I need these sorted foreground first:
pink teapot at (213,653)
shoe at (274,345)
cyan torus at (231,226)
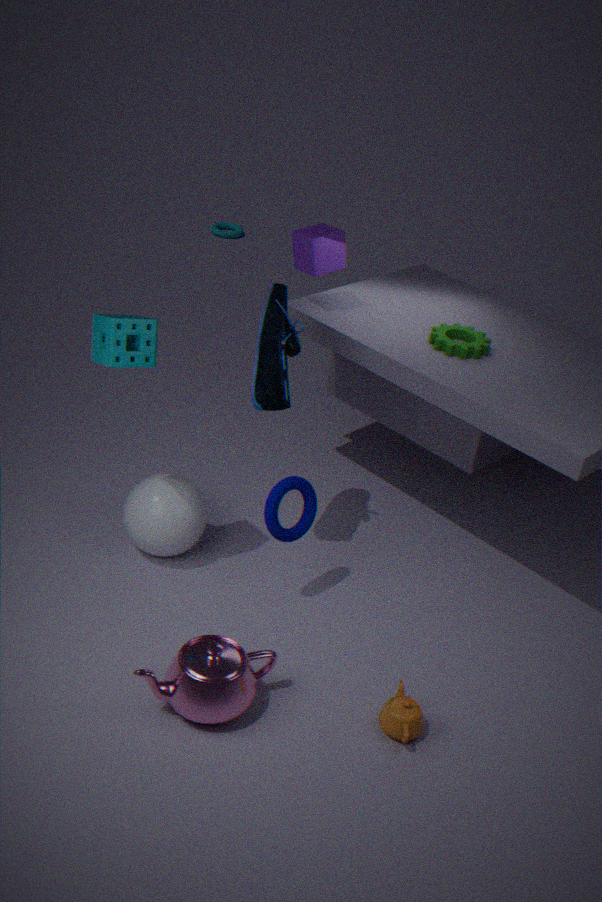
pink teapot at (213,653)
shoe at (274,345)
cyan torus at (231,226)
